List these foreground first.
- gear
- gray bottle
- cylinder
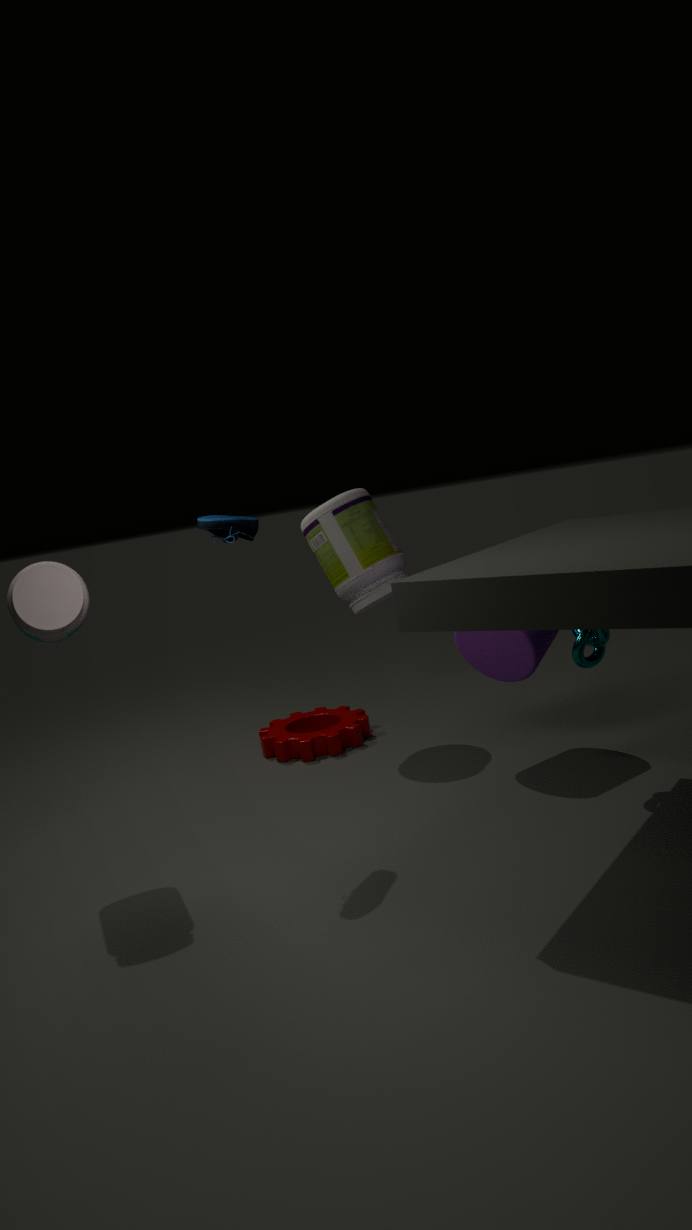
gray bottle, cylinder, gear
